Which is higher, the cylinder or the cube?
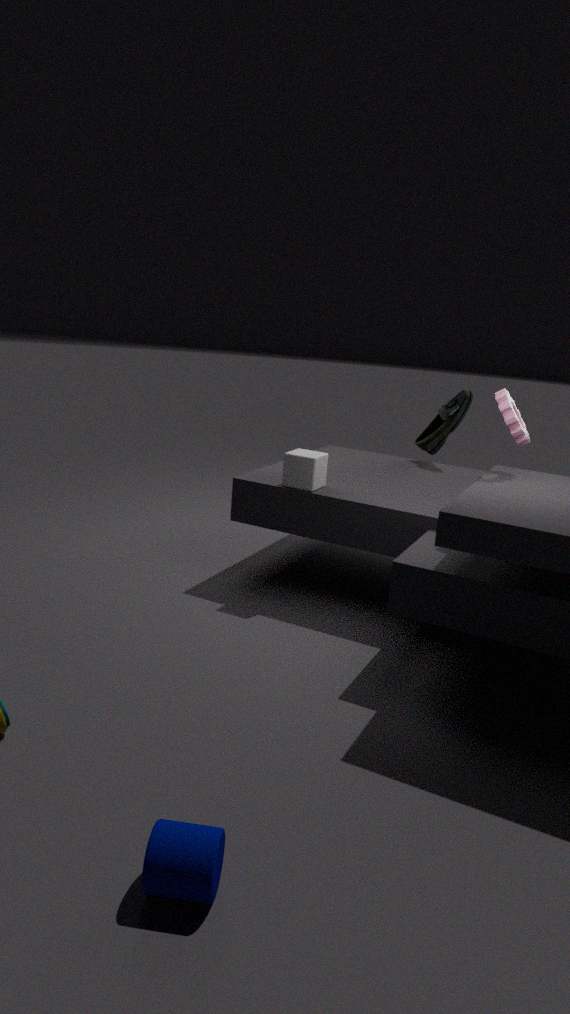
the cube
